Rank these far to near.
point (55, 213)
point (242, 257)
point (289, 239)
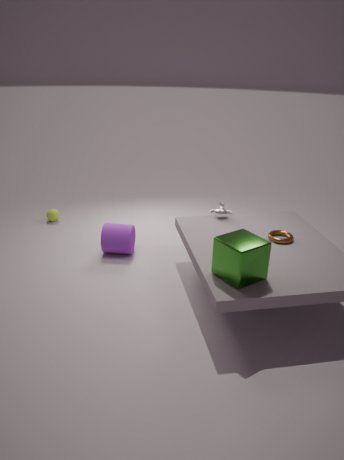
point (55, 213) → point (289, 239) → point (242, 257)
